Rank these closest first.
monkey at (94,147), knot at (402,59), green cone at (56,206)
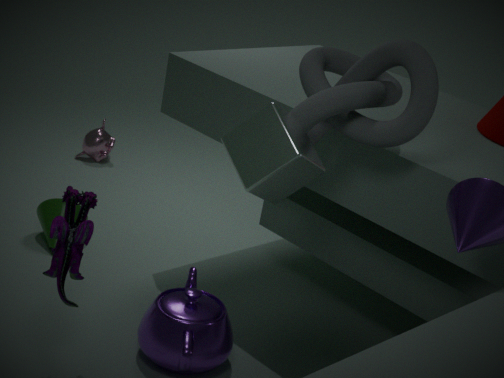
knot at (402,59)
green cone at (56,206)
monkey at (94,147)
